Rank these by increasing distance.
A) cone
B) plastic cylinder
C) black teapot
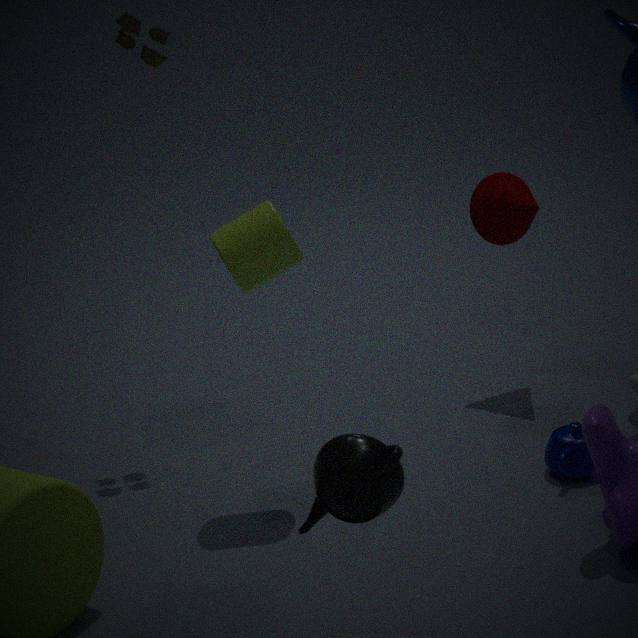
black teapot
plastic cylinder
cone
